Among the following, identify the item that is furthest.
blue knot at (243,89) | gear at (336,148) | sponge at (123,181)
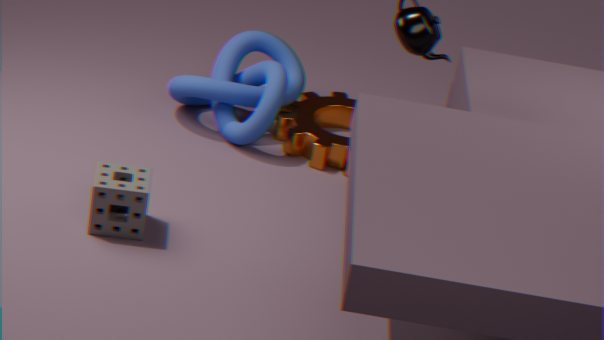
gear at (336,148)
